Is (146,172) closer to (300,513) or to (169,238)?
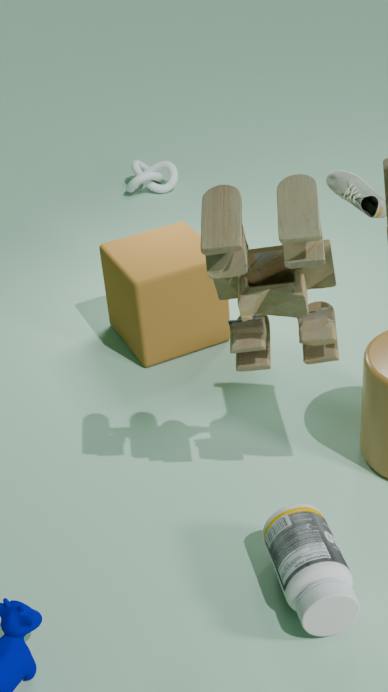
(169,238)
